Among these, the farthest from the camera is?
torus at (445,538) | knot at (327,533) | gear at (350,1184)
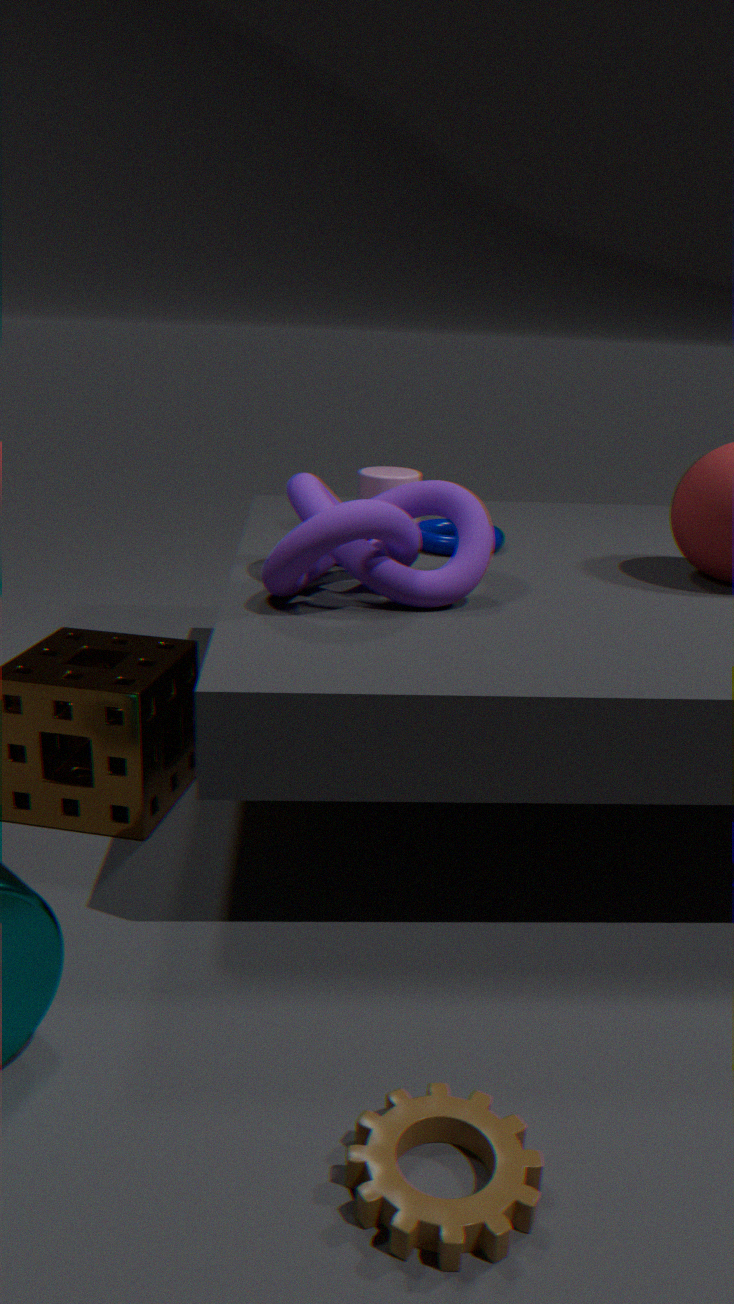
torus at (445,538)
